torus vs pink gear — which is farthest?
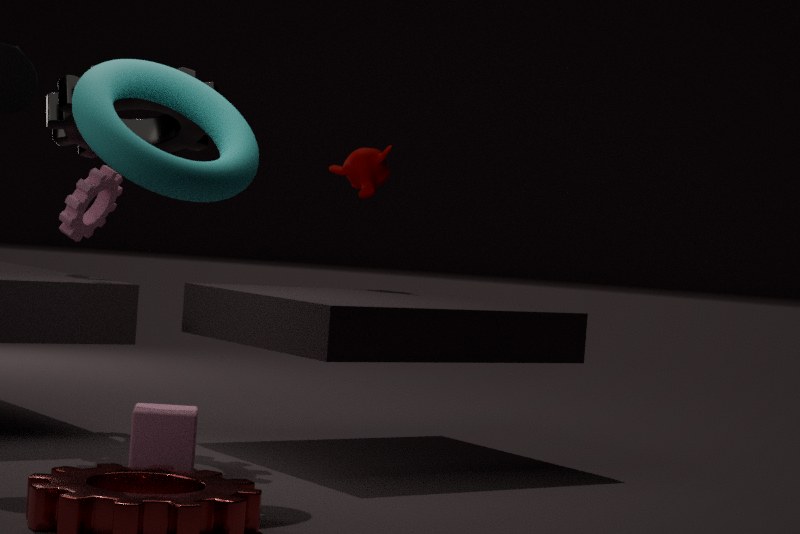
pink gear
